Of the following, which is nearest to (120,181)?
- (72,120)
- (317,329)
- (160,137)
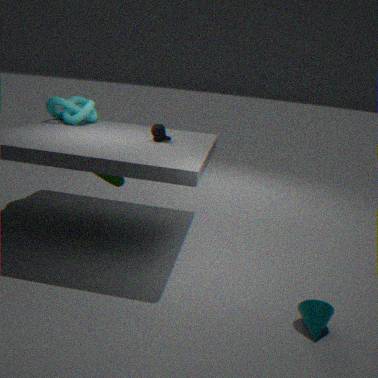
(160,137)
